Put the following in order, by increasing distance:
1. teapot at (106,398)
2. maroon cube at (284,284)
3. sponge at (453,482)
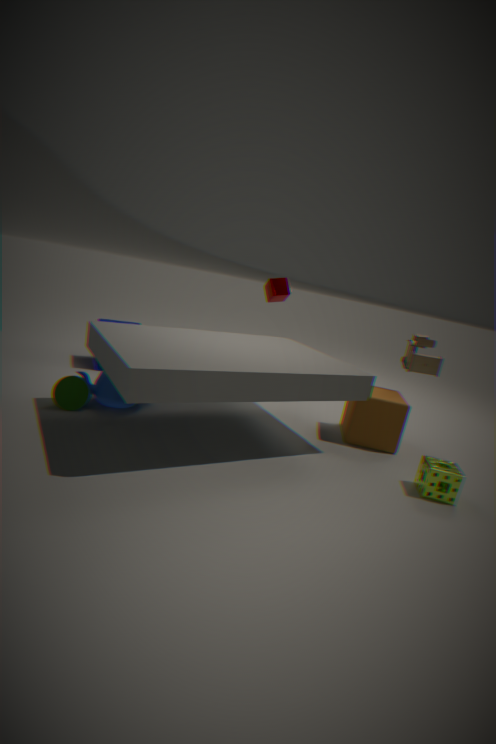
sponge at (453,482) < teapot at (106,398) < maroon cube at (284,284)
